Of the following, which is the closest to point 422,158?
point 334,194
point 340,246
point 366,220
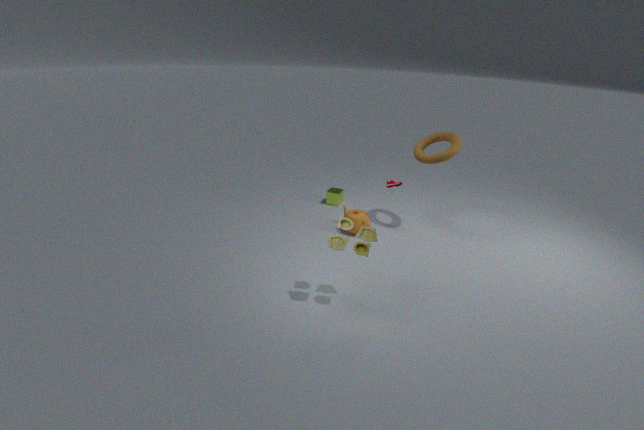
point 366,220
